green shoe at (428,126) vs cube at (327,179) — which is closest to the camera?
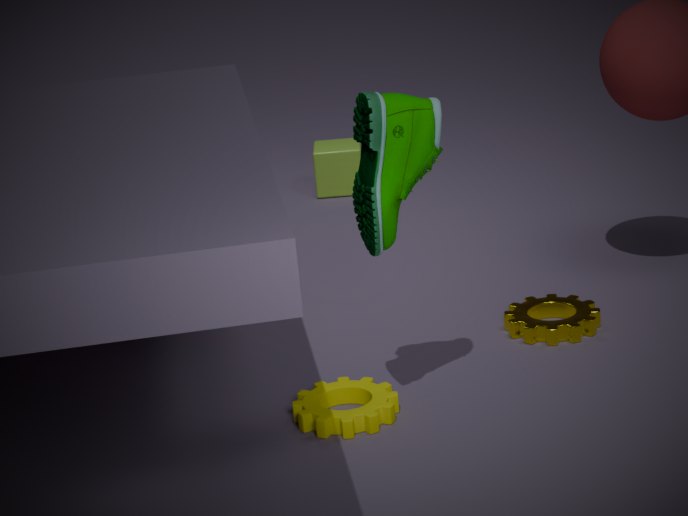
green shoe at (428,126)
